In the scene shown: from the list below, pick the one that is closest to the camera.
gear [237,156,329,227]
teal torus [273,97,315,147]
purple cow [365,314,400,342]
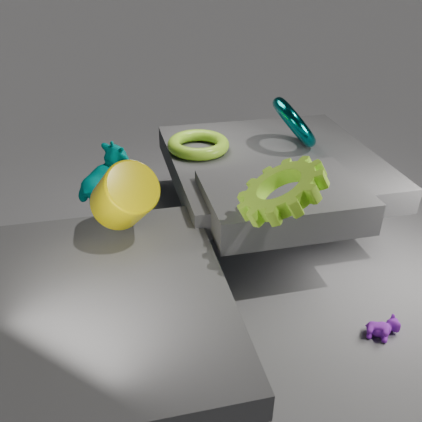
gear [237,156,329,227]
